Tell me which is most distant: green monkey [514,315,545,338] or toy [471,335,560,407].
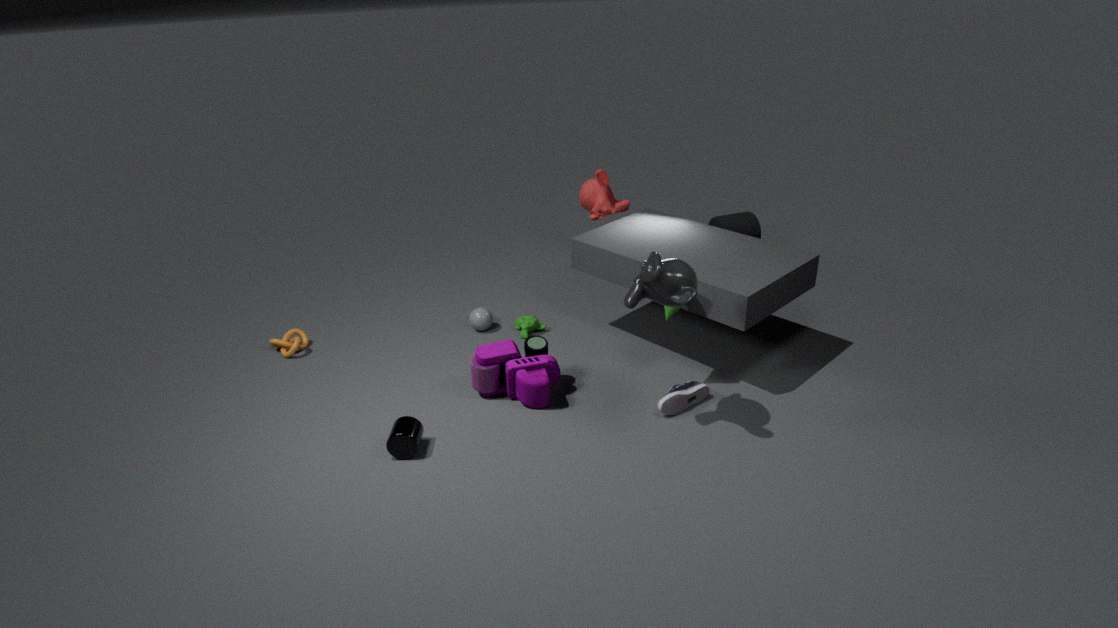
green monkey [514,315,545,338]
